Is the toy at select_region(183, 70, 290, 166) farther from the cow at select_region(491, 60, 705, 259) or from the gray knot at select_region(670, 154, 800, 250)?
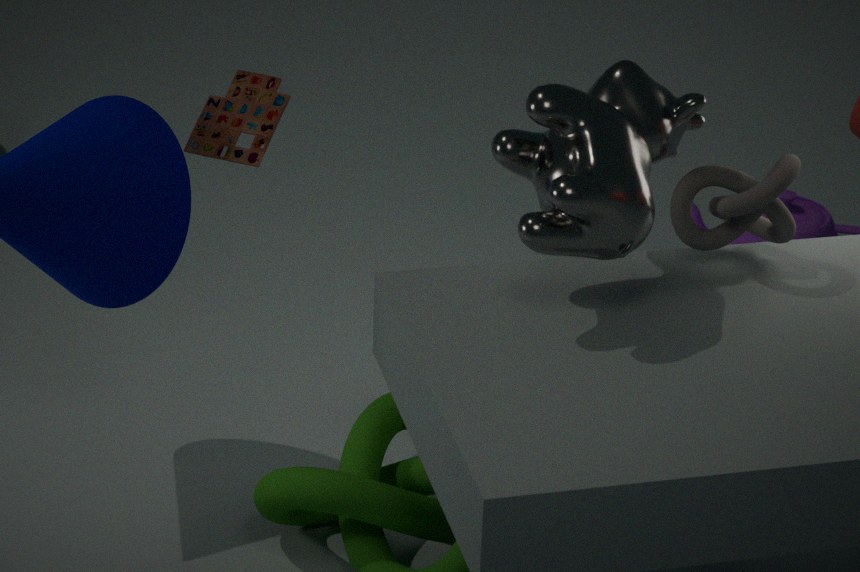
the gray knot at select_region(670, 154, 800, 250)
